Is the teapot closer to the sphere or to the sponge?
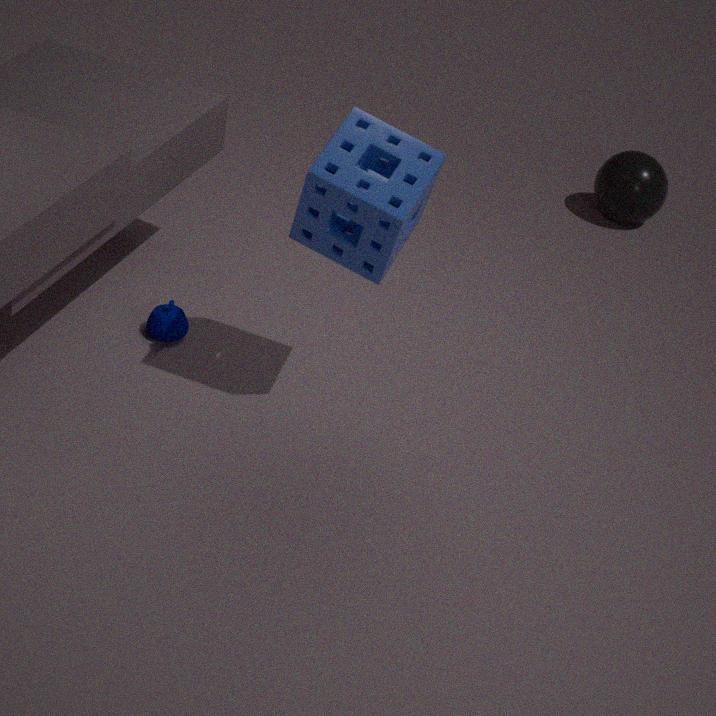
the sponge
